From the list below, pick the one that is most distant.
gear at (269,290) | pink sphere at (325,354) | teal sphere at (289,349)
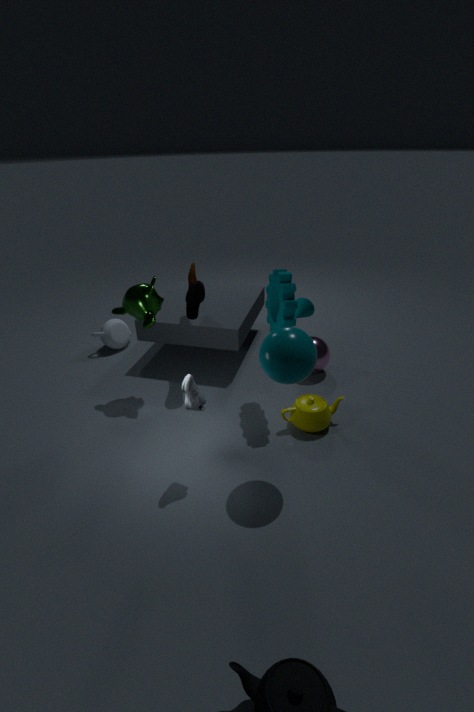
pink sphere at (325,354)
